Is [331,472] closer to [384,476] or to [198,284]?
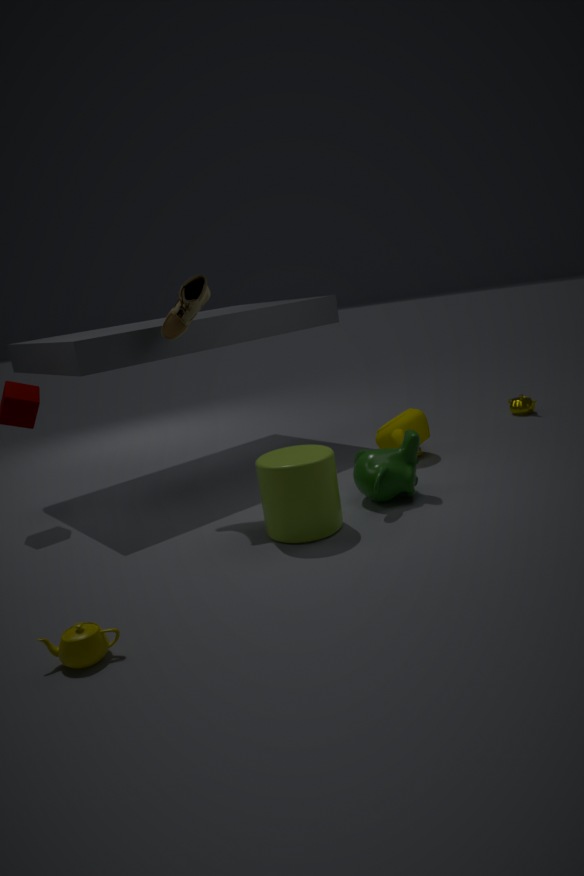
[384,476]
